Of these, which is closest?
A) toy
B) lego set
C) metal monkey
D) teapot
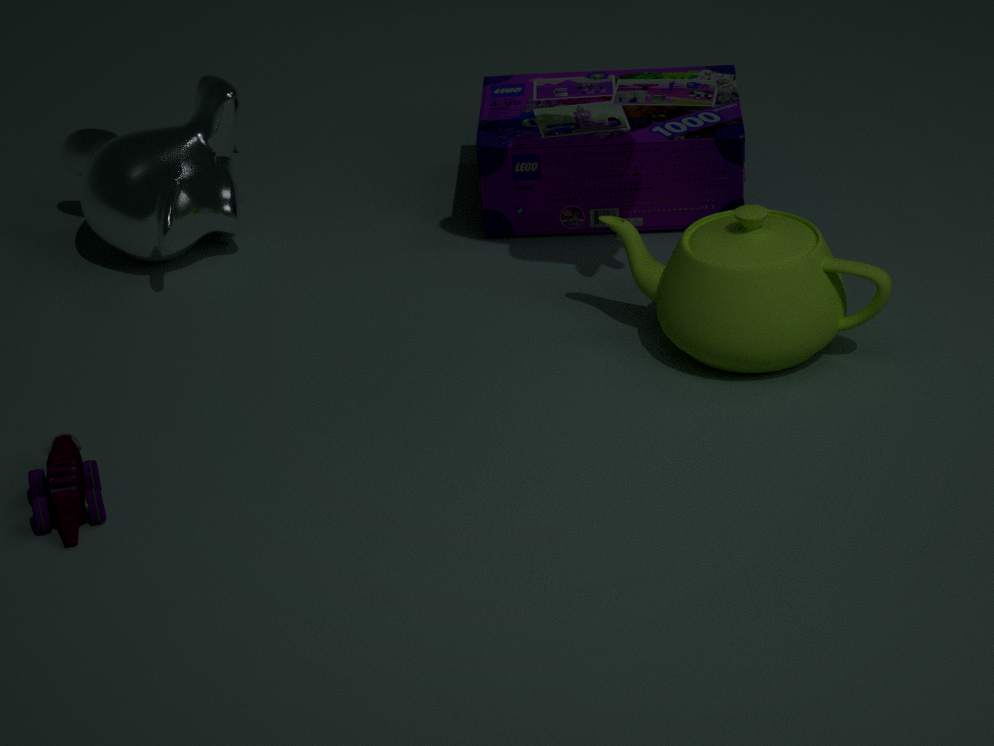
toy
